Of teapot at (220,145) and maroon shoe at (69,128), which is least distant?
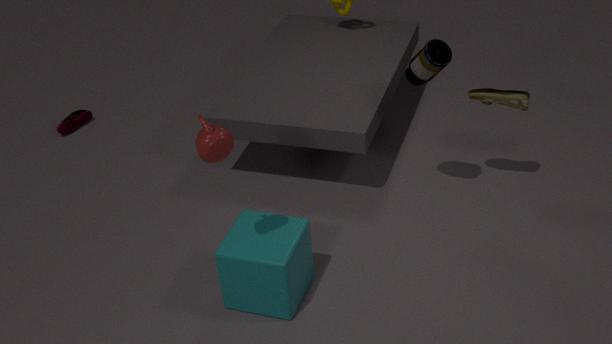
teapot at (220,145)
